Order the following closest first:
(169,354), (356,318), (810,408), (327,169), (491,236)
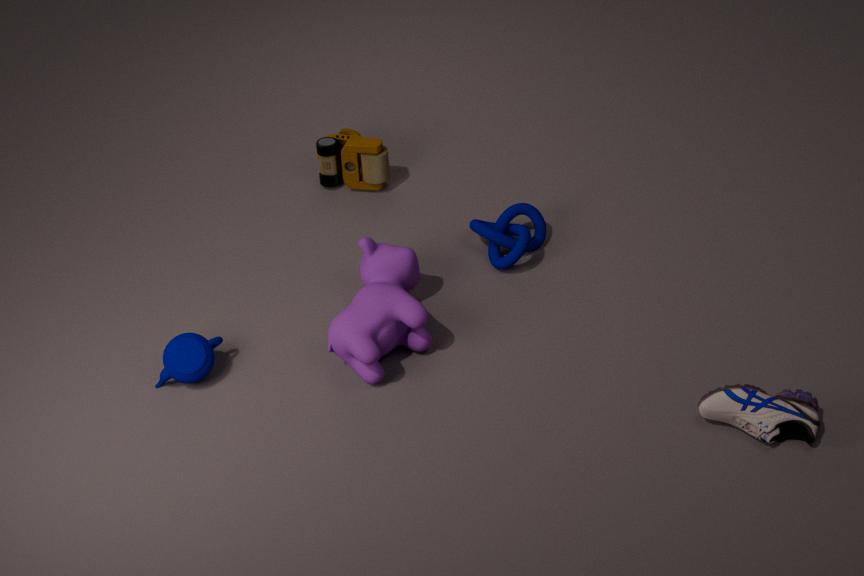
(810,408), (356,318), (169,354), (491,236), (327,169)
